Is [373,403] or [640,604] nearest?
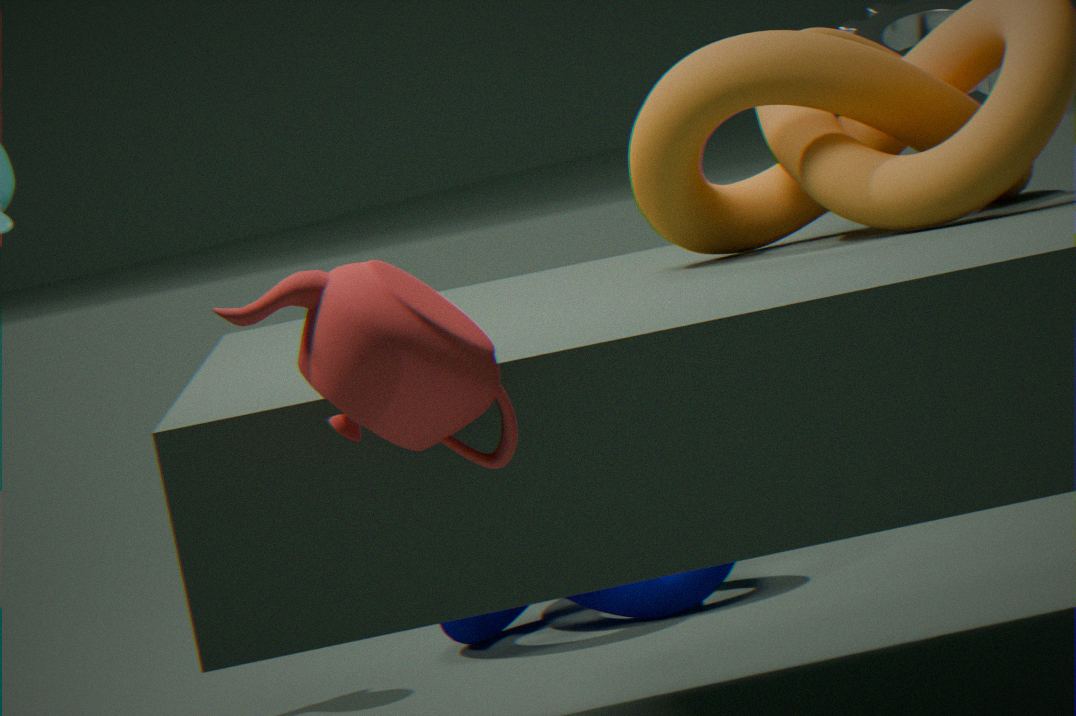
[373,403]
